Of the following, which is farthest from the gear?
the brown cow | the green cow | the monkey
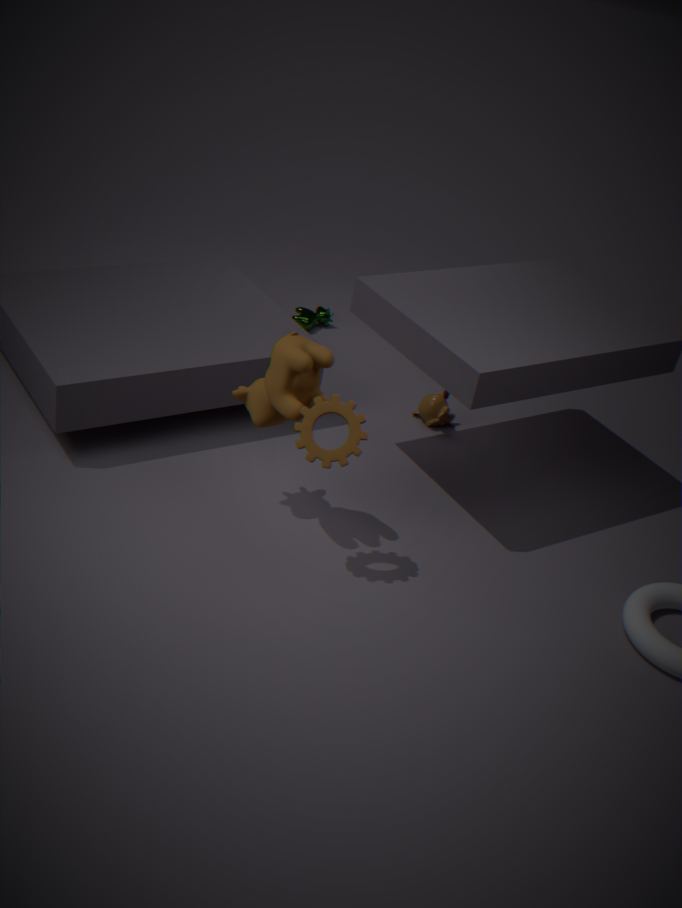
the green cow
